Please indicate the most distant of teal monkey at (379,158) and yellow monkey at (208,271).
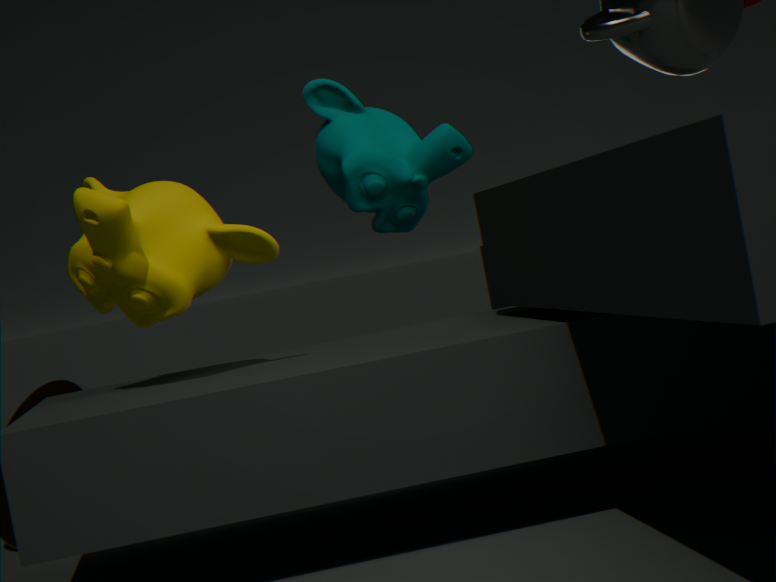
teal monkey at (379,158)
